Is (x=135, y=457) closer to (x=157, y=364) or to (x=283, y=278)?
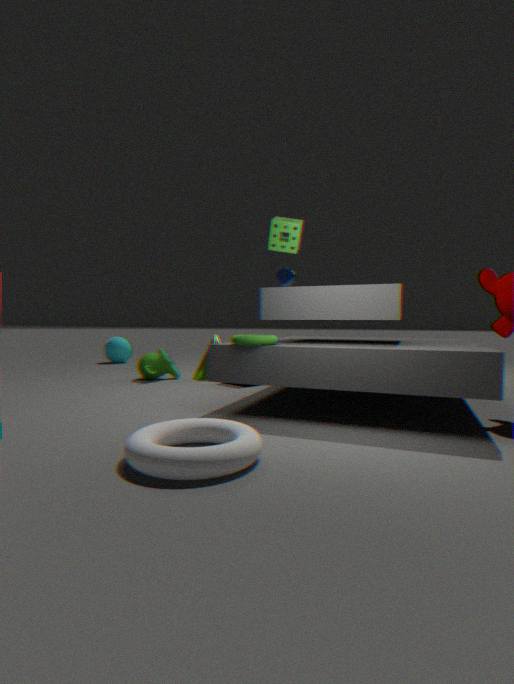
(x=157, y=364)
